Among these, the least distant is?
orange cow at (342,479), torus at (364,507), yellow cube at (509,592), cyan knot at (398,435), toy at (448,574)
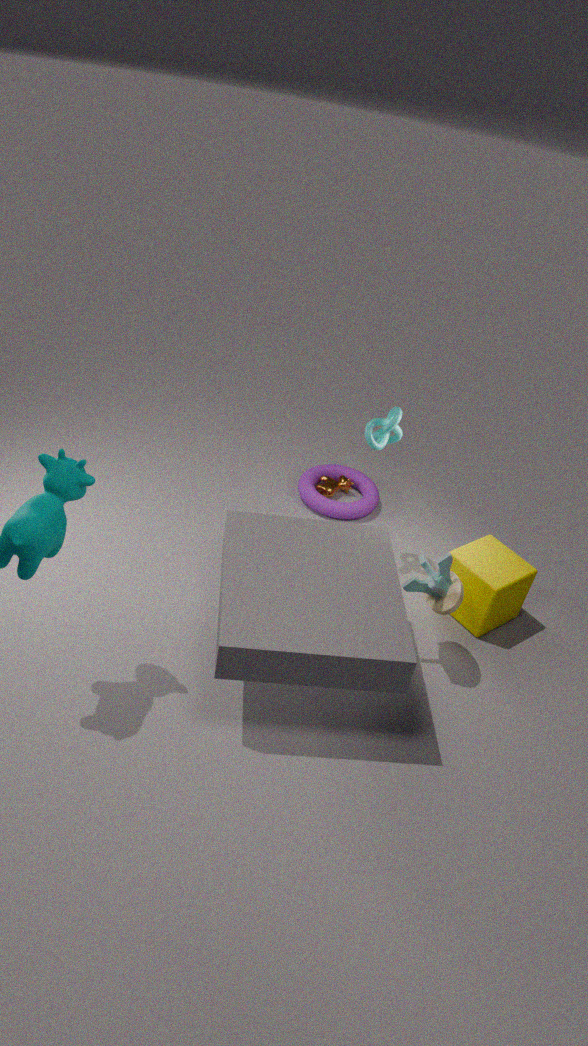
toy at (448,574)
